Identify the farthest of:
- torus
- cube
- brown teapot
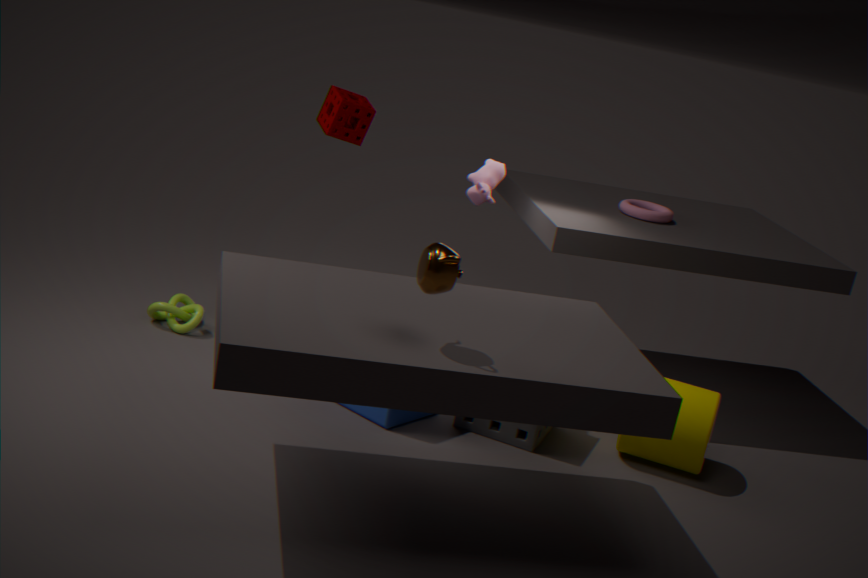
torus
